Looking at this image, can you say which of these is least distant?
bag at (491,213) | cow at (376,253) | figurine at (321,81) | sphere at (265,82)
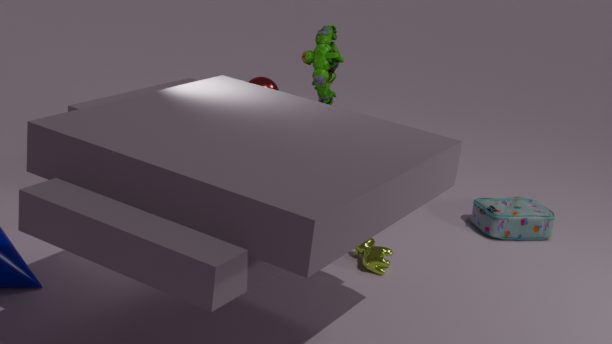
sphere at (265,82)
